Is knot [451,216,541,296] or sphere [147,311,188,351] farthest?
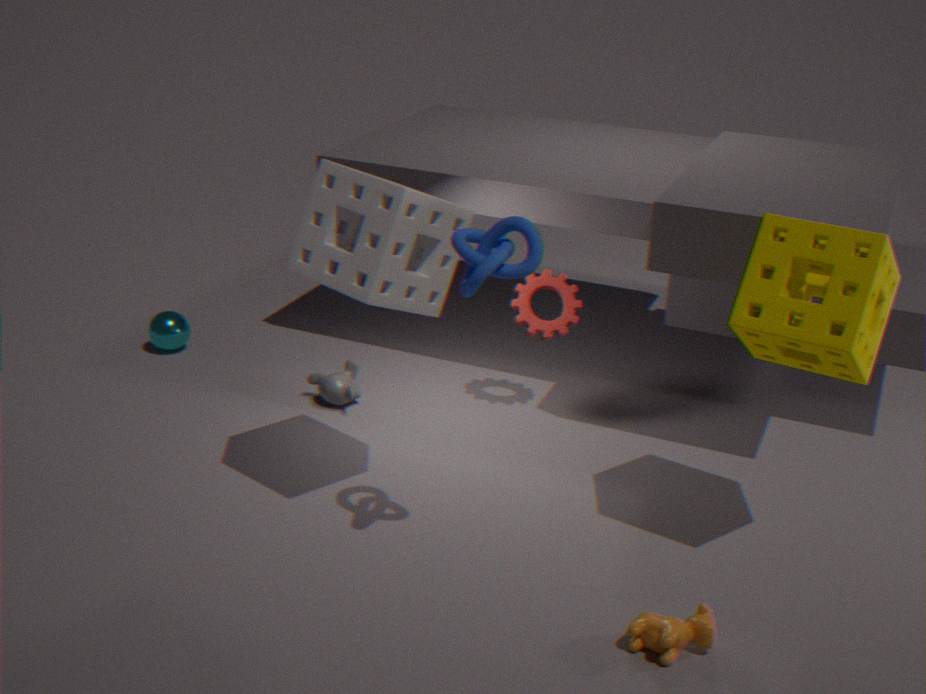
sphere [147,311,188,351]
